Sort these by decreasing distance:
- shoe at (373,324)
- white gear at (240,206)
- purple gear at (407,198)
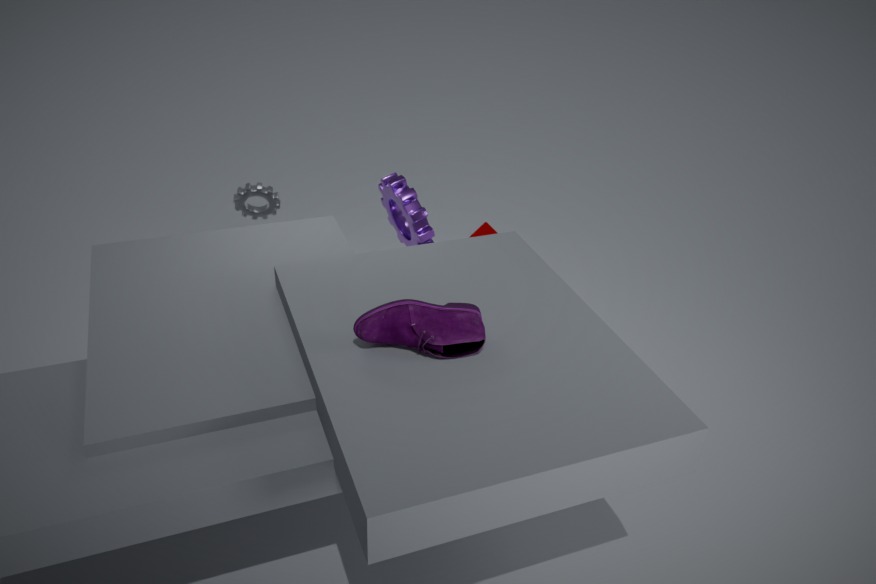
white gear at (240,206)
purple gear at (407,198)
shoe at (373,324)
